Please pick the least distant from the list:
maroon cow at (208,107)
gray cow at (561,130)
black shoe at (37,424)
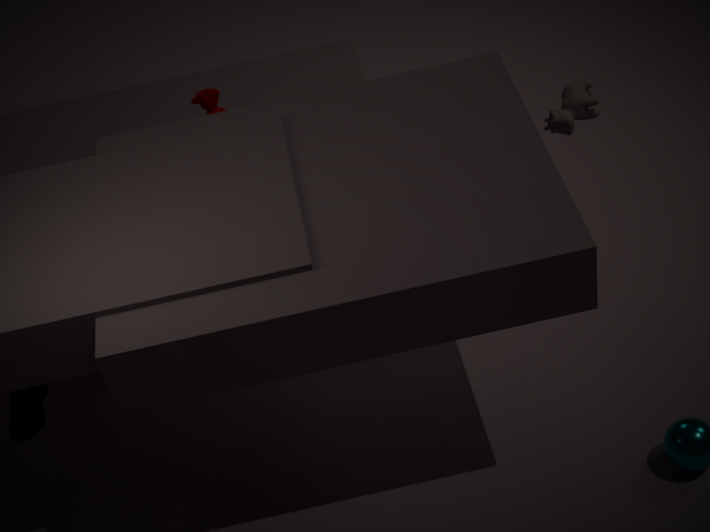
black shoe at (37,424)
